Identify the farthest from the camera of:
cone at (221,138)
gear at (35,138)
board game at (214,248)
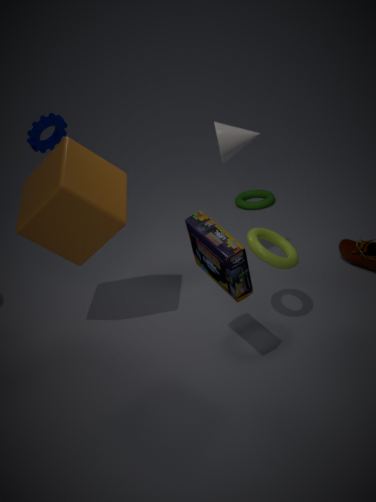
gear at (35,138)
